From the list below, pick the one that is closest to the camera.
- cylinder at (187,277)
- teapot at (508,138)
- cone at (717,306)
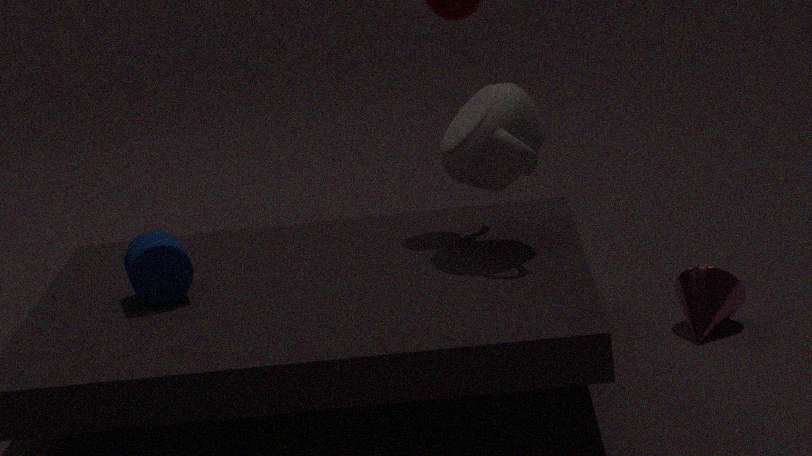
cylinder at (187,277)
